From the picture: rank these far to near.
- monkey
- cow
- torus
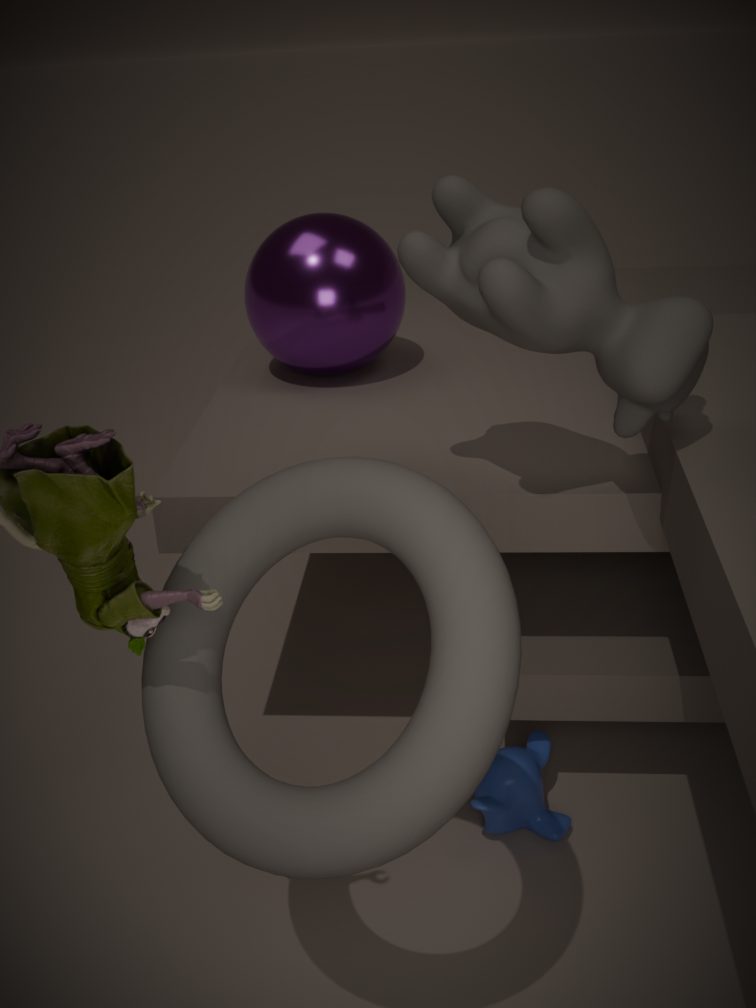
monkey
cow
torus
